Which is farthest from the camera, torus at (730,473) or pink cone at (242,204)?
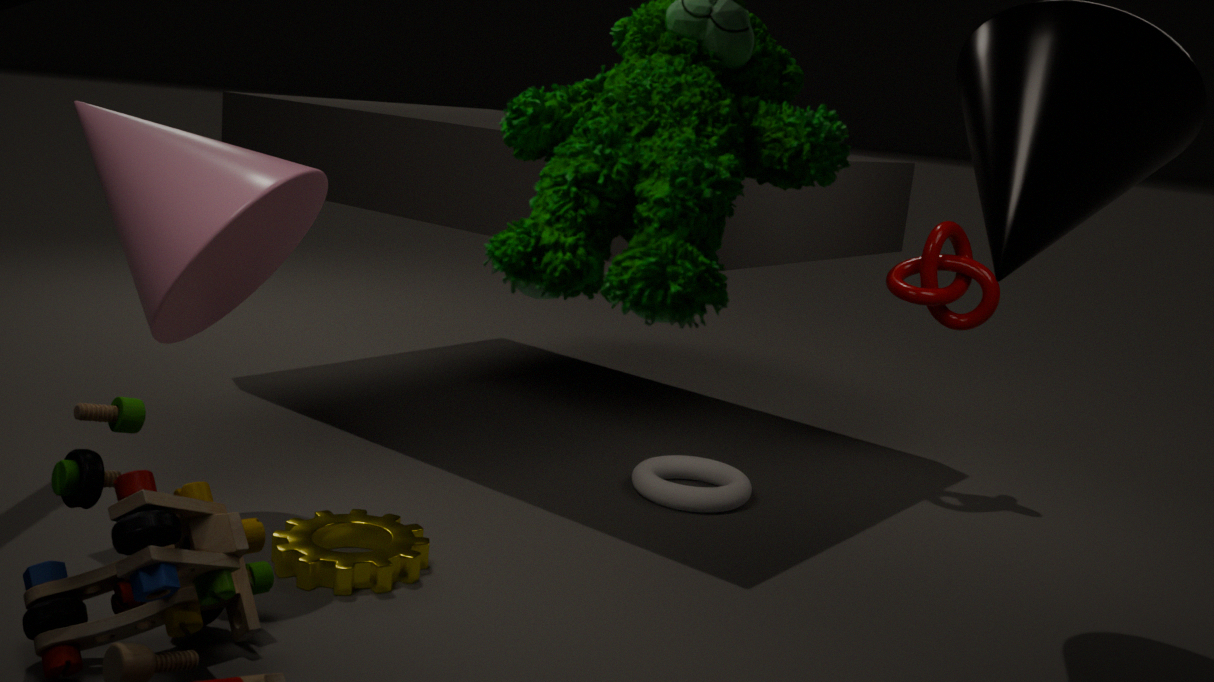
torus at (730,473)
